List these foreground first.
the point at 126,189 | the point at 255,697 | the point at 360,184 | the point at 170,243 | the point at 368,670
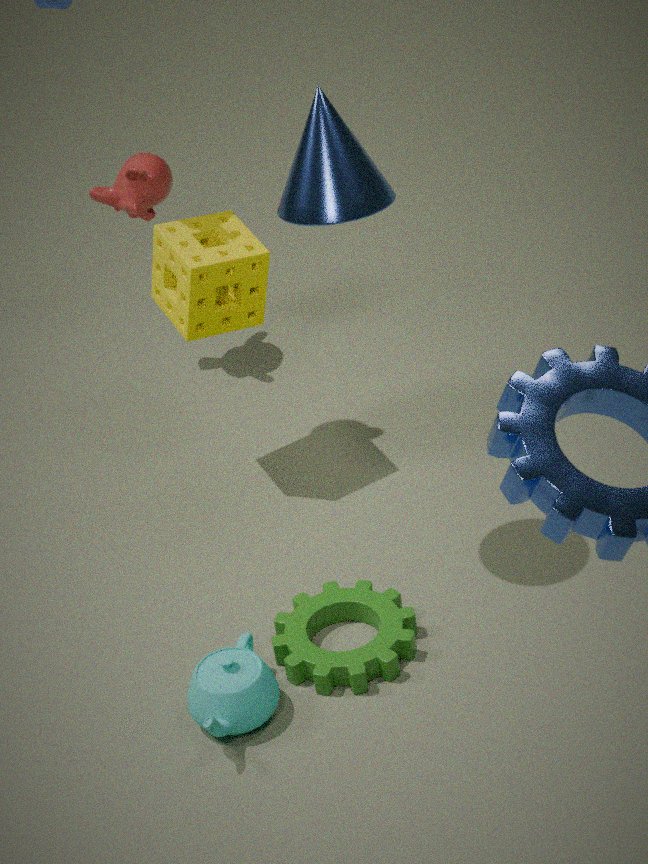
the point at 360,184, the point at 255,697, the point at 368,670, the point at 170,243, the point at 126,189
